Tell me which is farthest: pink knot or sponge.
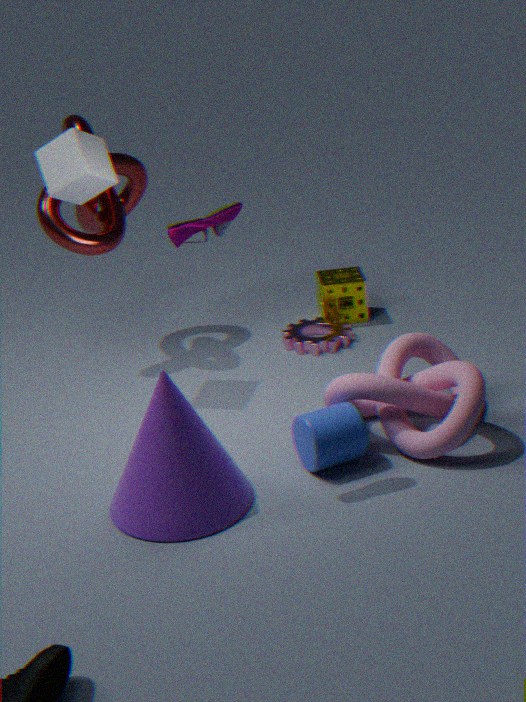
sponge
